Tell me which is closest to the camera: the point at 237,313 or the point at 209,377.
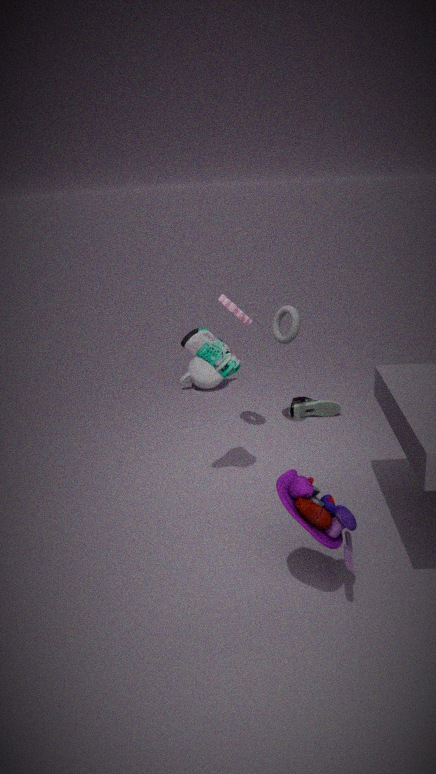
the point at 237,313
